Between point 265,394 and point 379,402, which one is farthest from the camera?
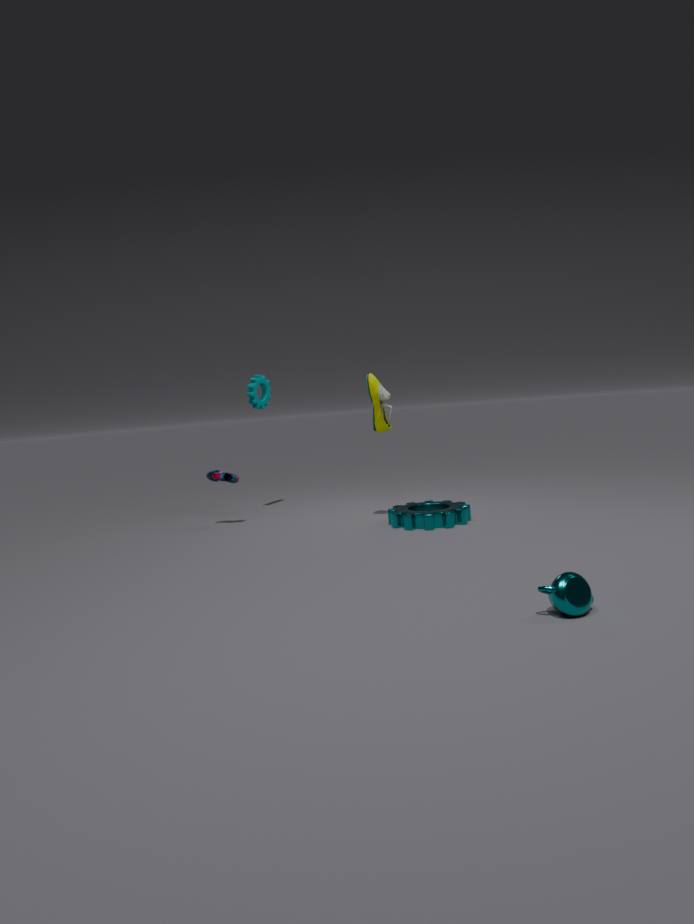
point 265,394
